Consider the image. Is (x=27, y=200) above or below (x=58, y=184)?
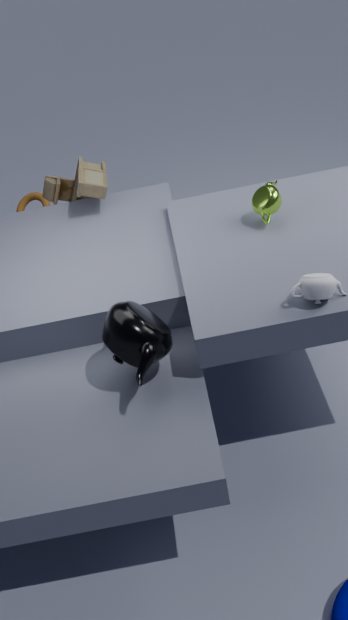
below
